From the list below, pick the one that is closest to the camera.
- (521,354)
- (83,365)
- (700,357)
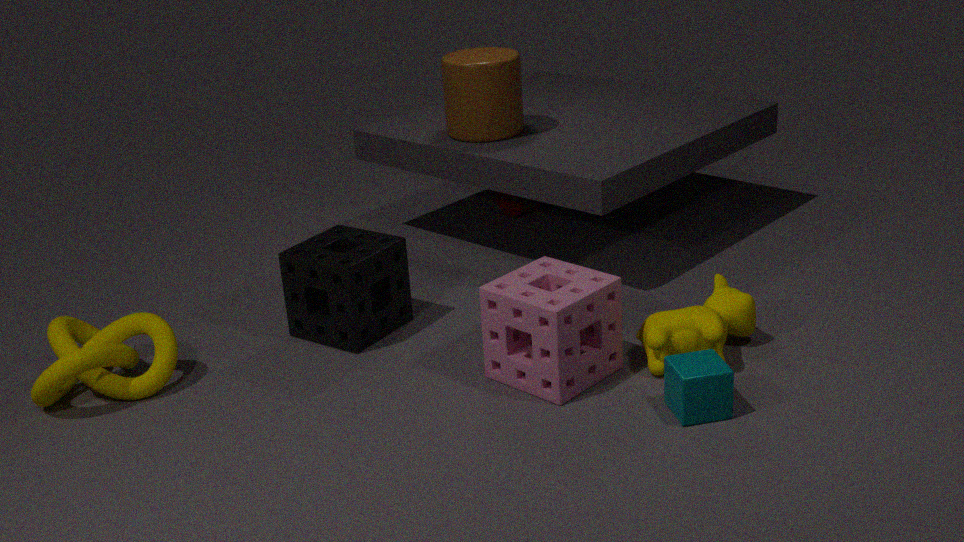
(700,357)
